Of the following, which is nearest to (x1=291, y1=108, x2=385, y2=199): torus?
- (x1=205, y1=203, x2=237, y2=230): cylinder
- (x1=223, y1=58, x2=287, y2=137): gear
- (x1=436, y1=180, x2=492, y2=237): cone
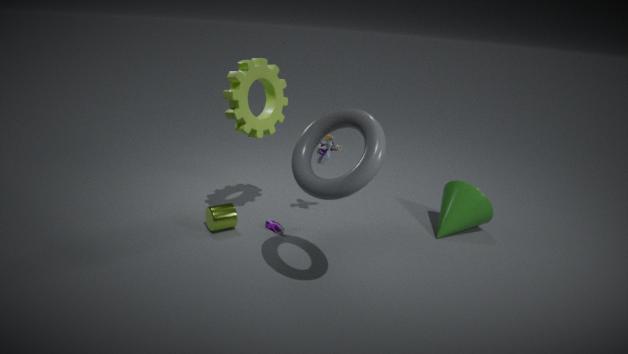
(x1=223, y1=58, x2=287, y2=137): gear
